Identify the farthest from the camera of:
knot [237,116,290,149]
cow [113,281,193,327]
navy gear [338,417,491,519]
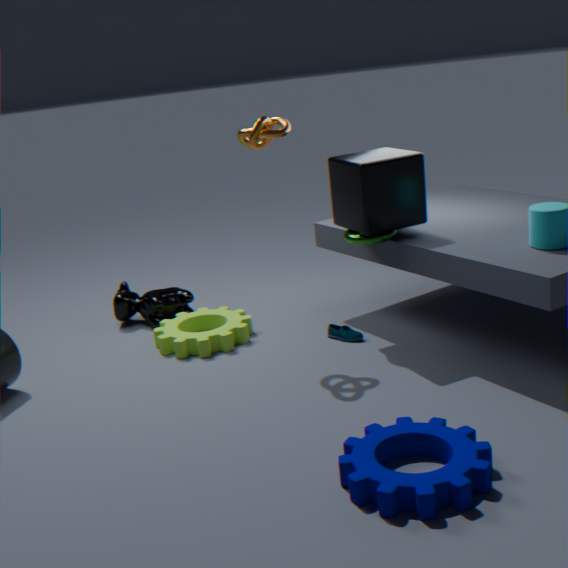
cow [113,281,193,327]
